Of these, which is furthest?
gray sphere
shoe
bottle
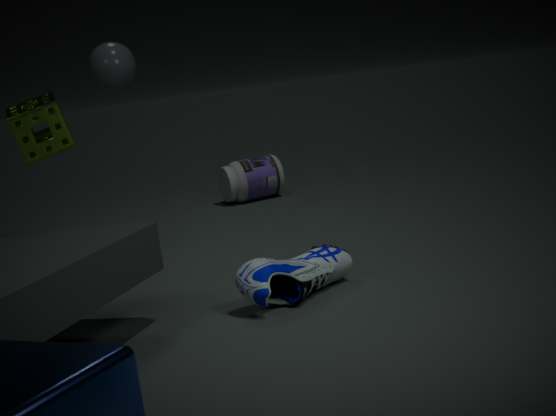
bottle
